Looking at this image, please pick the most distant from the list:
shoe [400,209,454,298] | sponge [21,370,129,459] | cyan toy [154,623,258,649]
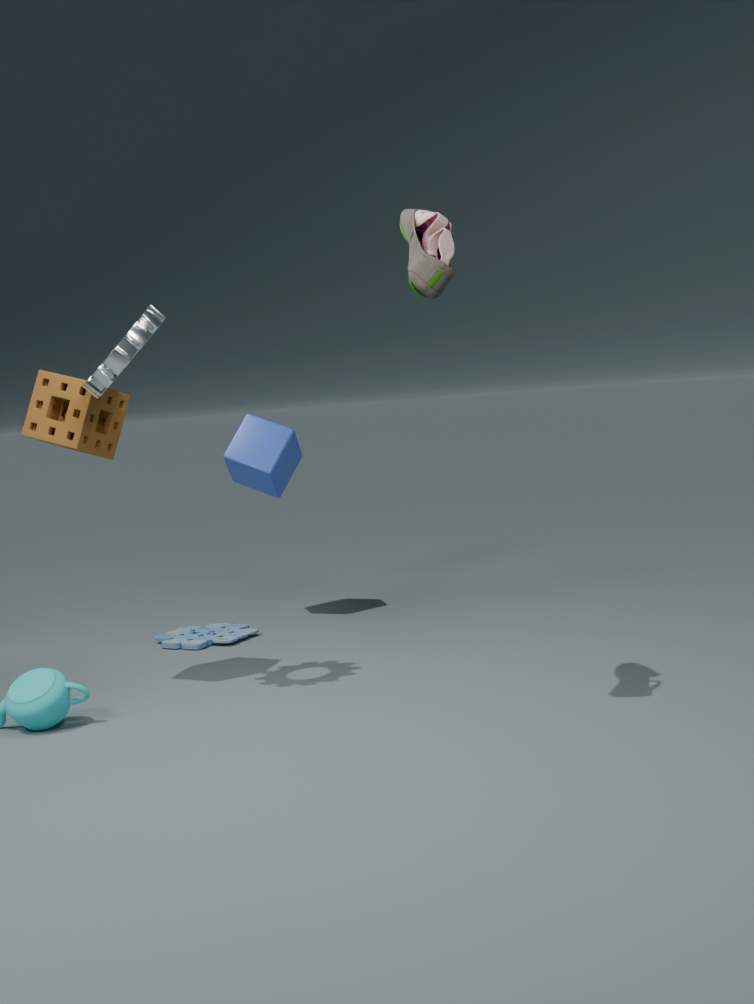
cyan toy [154,623,258,649]
